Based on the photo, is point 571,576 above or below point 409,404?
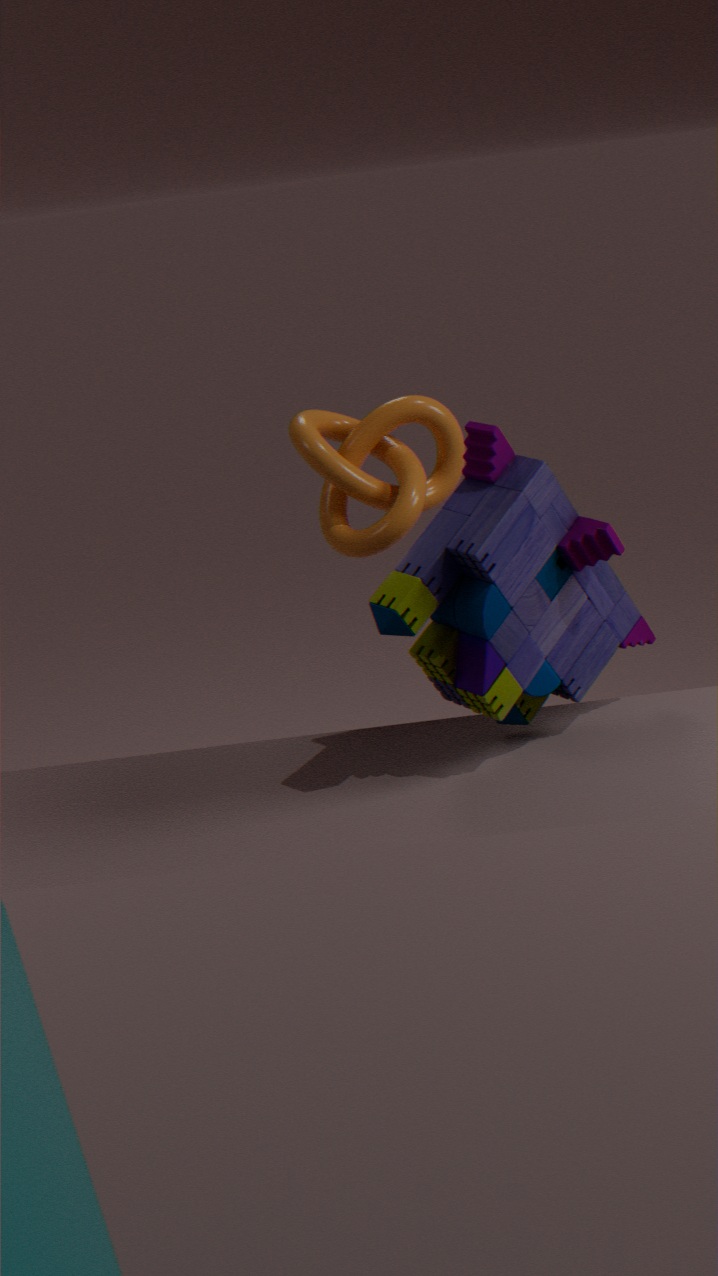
below
